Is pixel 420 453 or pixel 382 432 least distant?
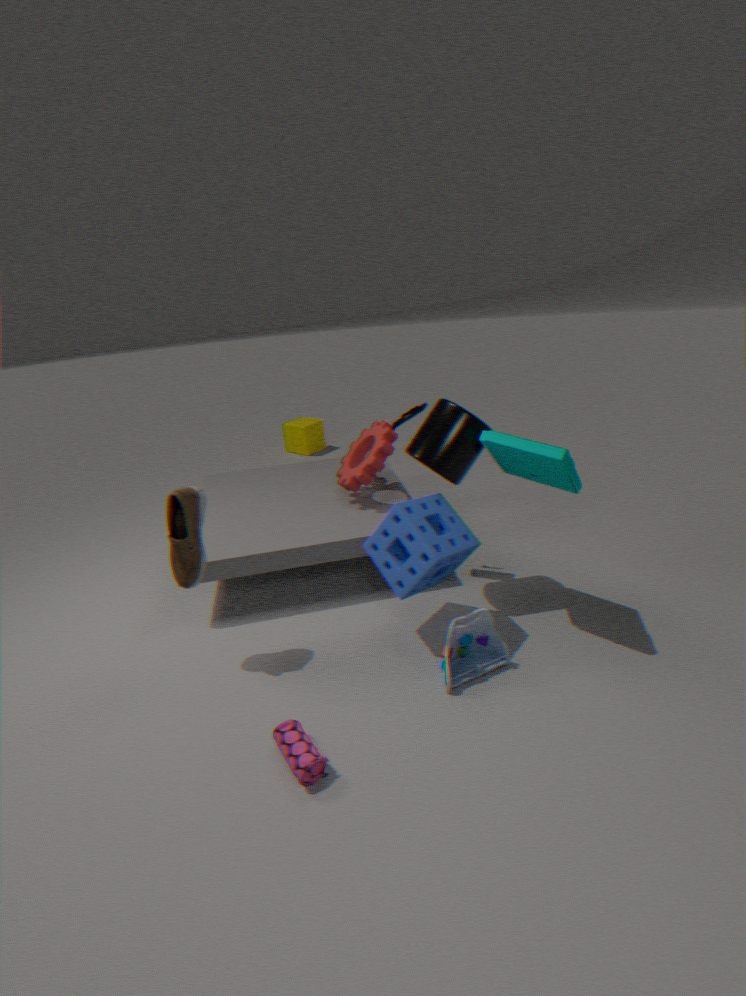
pixel 420 453
